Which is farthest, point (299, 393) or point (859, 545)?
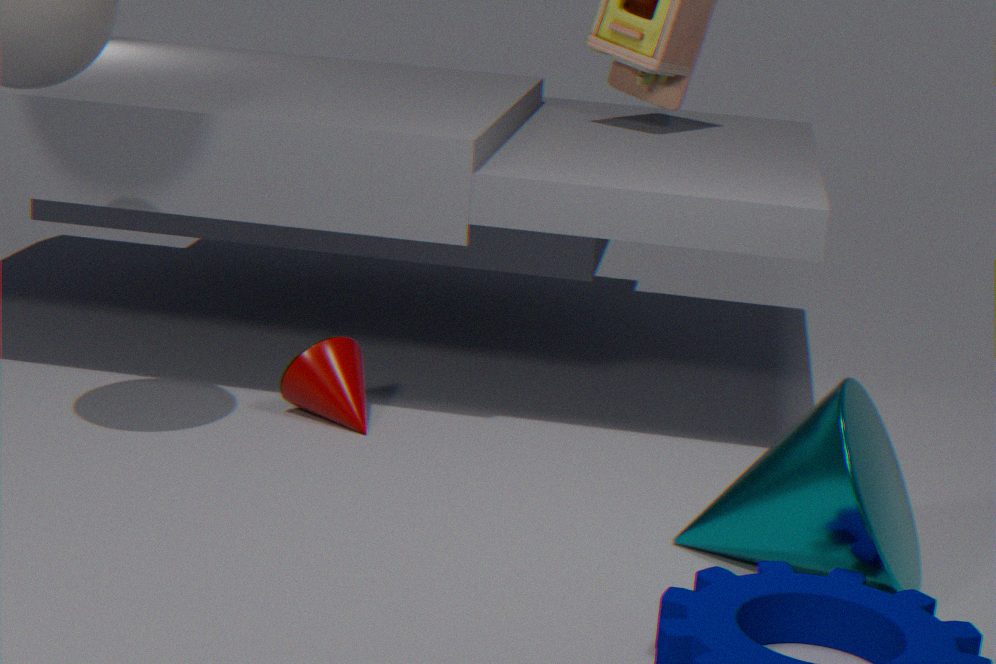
point (299, 393)
